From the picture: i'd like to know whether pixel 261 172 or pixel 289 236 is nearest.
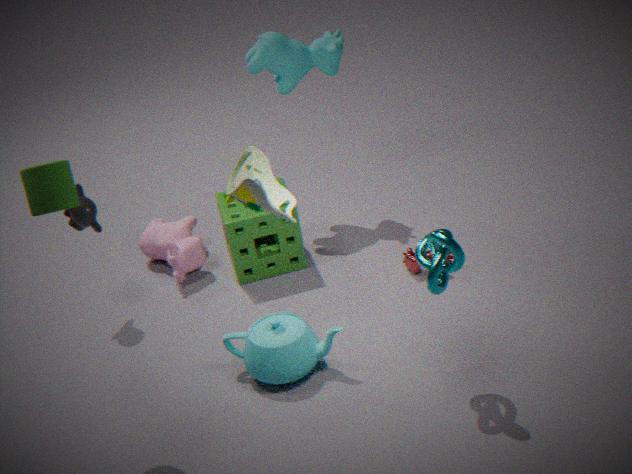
pixel 261 172
